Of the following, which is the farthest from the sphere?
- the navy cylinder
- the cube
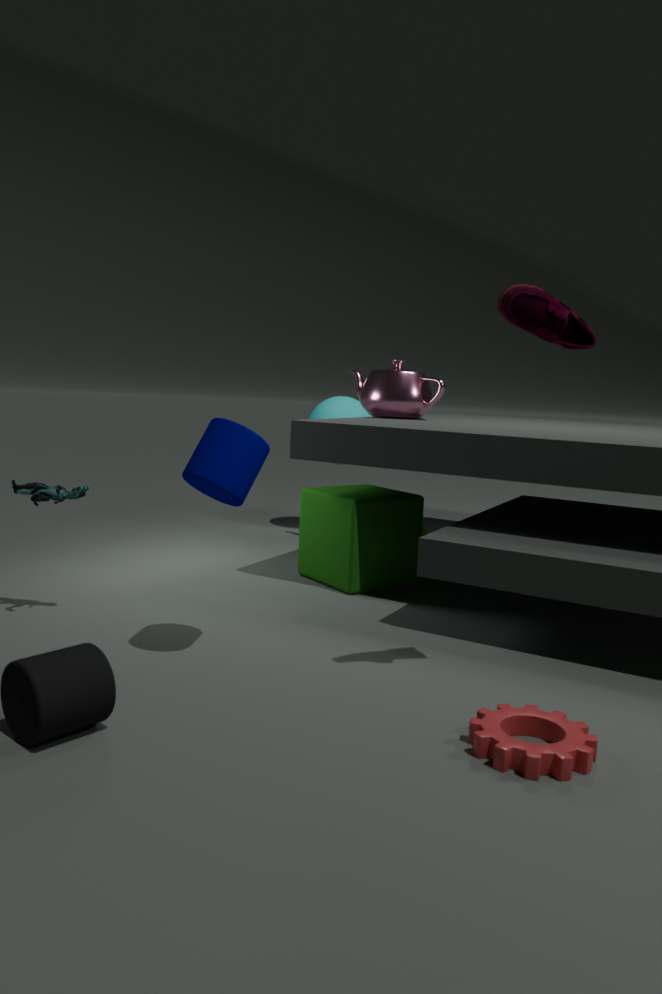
the navy cylinder
